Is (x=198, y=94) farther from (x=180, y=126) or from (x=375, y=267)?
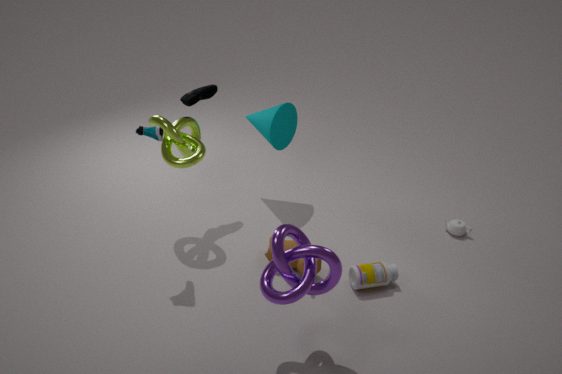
(x=375, y=267)
